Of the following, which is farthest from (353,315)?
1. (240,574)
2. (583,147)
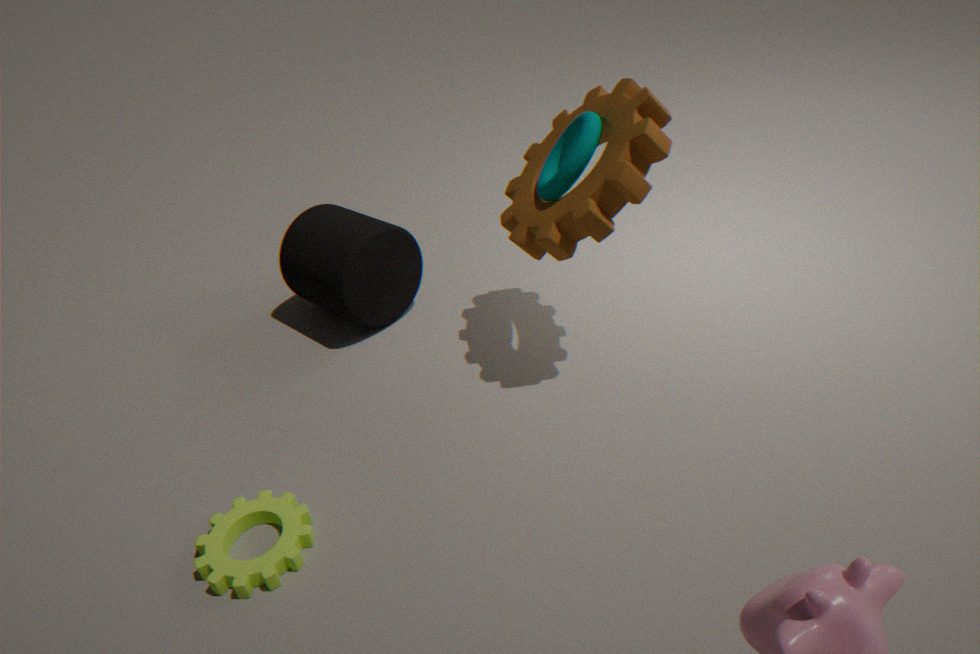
(240,574)
